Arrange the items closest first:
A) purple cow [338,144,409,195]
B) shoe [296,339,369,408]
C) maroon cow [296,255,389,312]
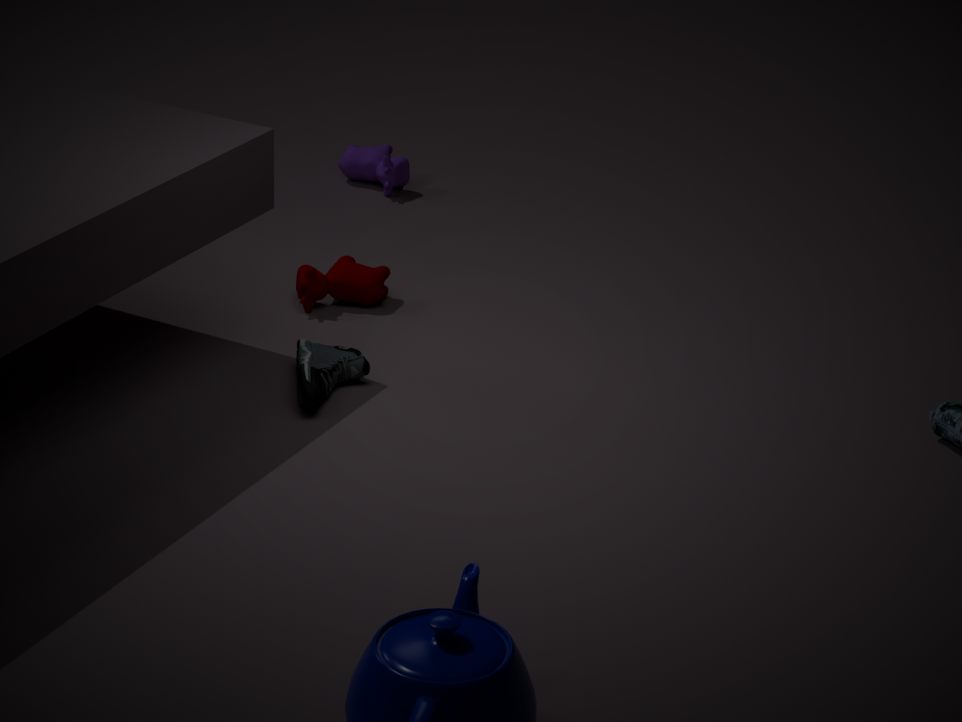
shoe [296,339,369,408], maroon cow [296,255,389,312], purple cow [338,144,409,195]
